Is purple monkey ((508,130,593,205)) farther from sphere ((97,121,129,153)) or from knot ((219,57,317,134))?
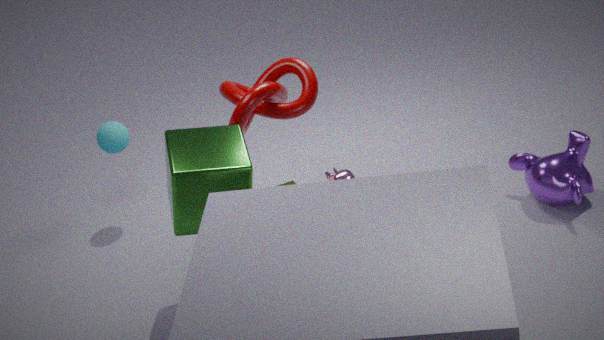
sphere ((97,121,129,153))
